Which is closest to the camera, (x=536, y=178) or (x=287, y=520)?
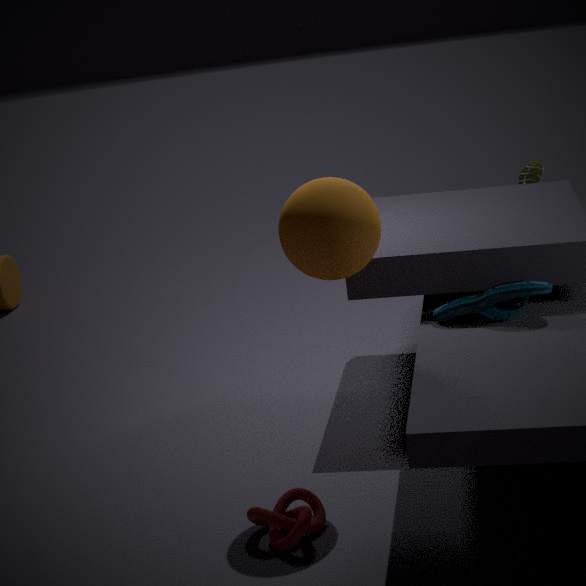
(x=287, y=520)
